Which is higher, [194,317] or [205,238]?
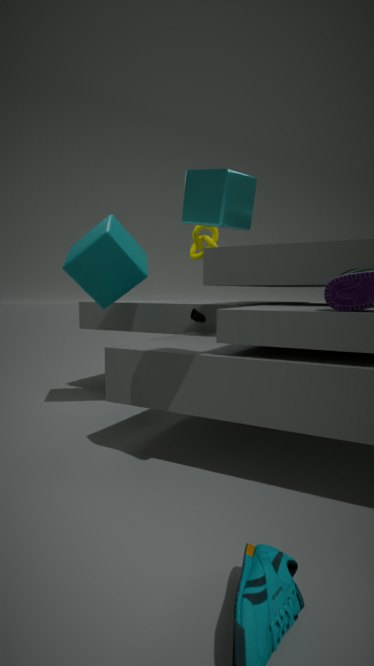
[205,238]
